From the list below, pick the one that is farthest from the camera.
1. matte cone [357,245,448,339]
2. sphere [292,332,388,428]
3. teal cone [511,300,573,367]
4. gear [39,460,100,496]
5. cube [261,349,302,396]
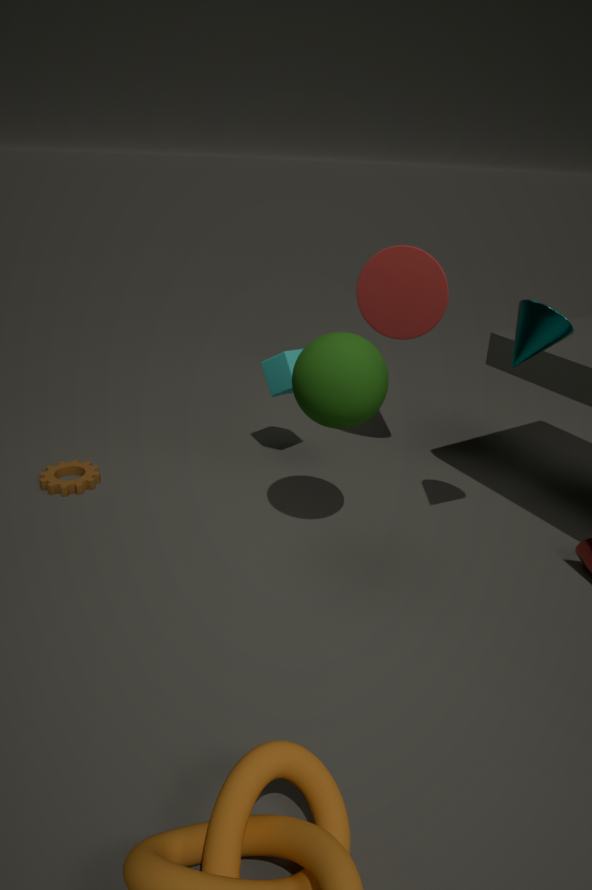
cube [261,349,302,396]
